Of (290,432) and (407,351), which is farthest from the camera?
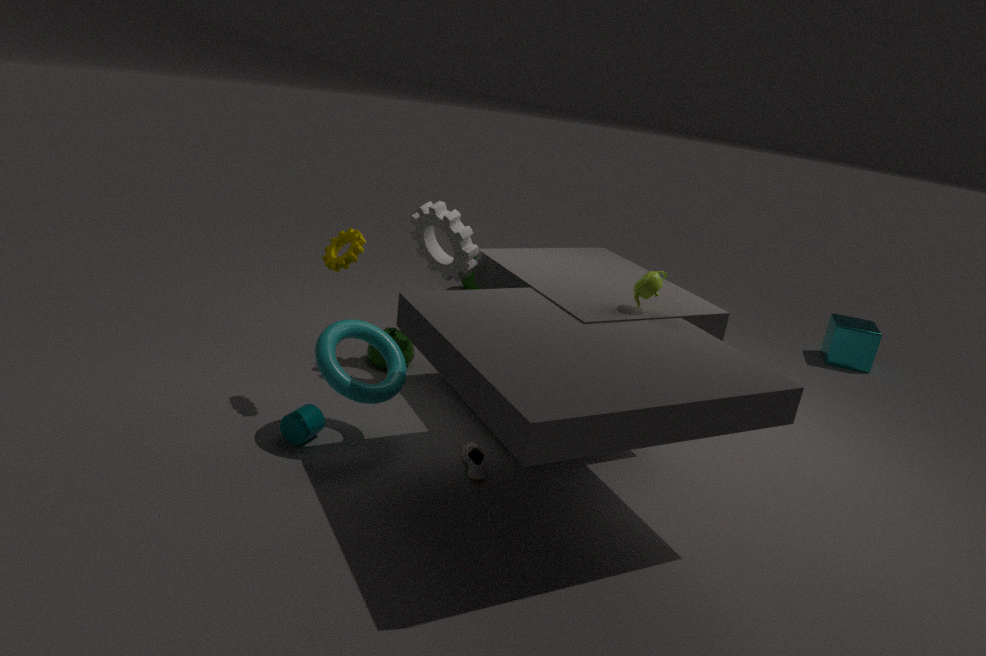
(407,351)
